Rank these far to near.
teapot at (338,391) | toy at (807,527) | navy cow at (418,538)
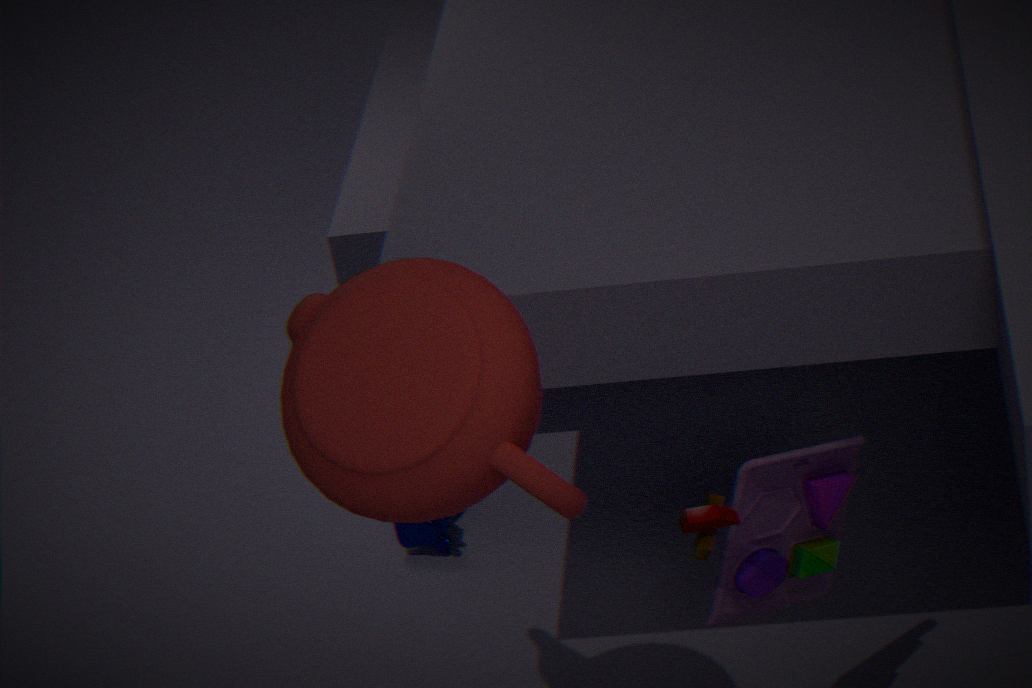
navy cow at (418,538) < toy at (807,527) < teapot at (338,391)
